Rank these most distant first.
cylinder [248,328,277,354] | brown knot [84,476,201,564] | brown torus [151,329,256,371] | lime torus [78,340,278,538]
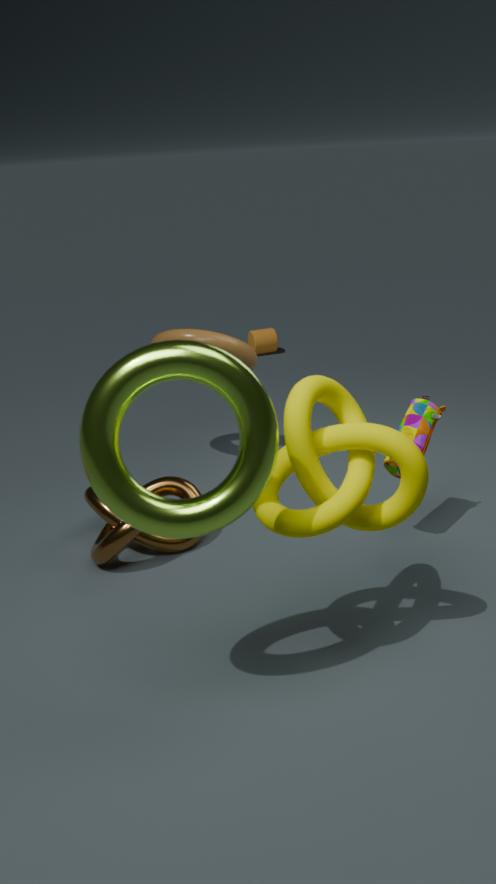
cylinder [248,328,277,354] < brown torus [151,329,256,371] < brown knot [84,476,201,564] < lime torus [78,340,278,538]
